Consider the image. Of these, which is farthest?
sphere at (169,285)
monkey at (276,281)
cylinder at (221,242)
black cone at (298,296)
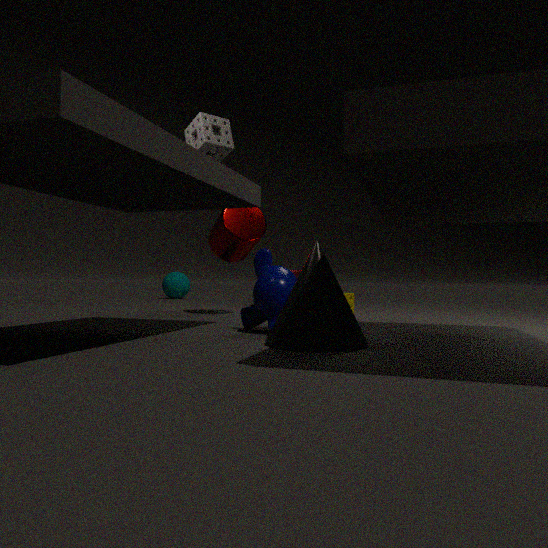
sphere at (169,285)
